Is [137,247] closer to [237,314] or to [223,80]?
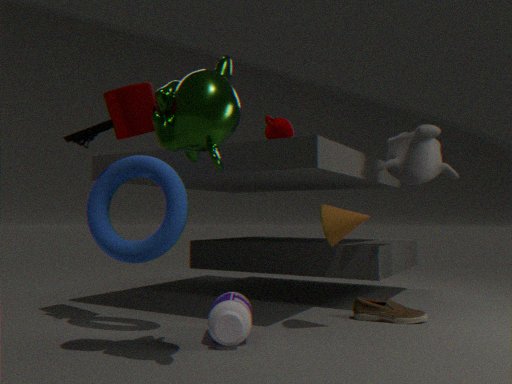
[237,314]
